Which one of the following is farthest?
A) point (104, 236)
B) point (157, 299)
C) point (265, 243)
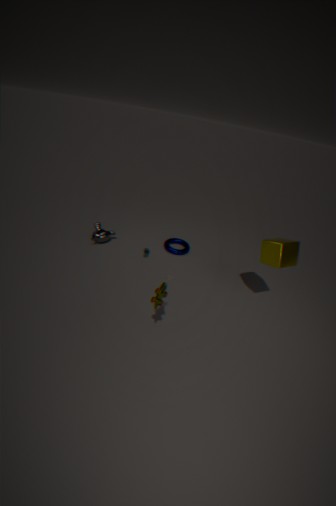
point (104, 236)
